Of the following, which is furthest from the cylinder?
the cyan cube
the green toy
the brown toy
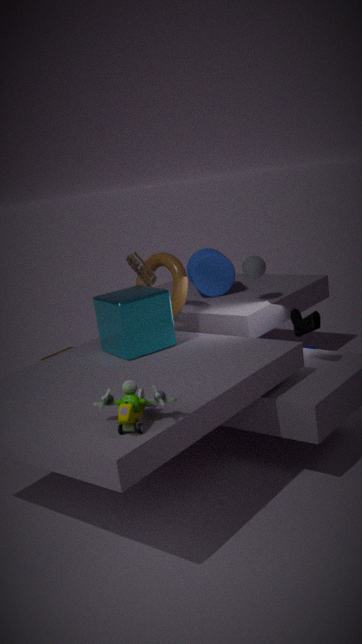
the green toy
